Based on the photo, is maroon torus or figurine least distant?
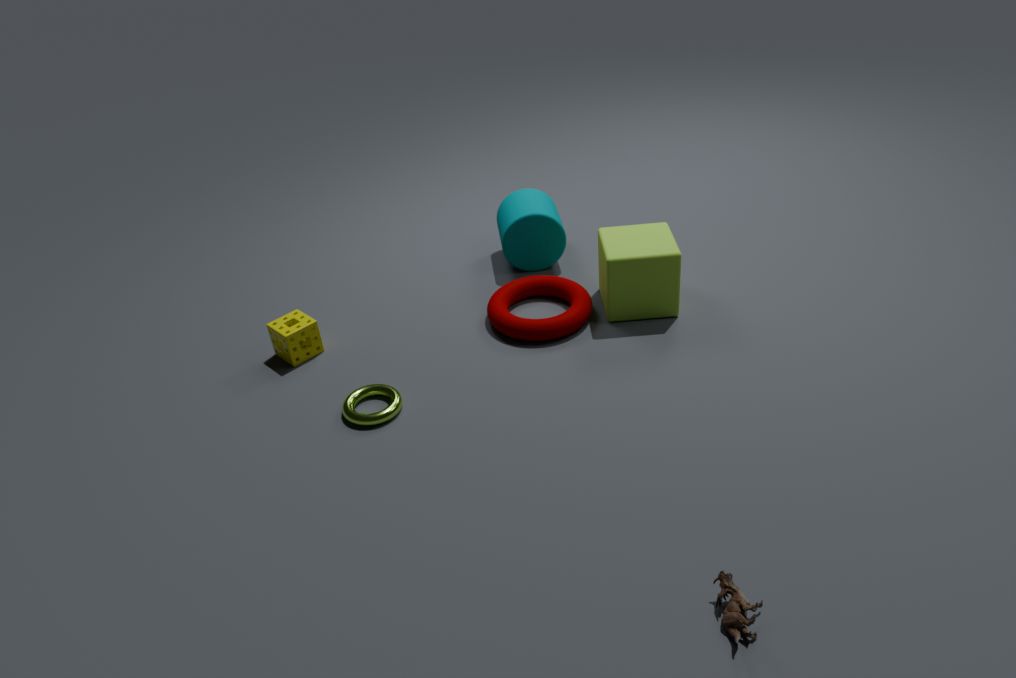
figurine
